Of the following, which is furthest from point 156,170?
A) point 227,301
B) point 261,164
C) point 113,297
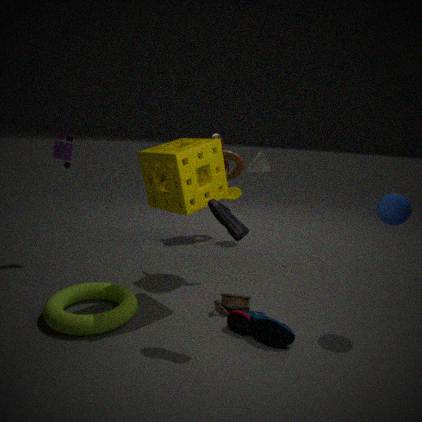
point 261,164
